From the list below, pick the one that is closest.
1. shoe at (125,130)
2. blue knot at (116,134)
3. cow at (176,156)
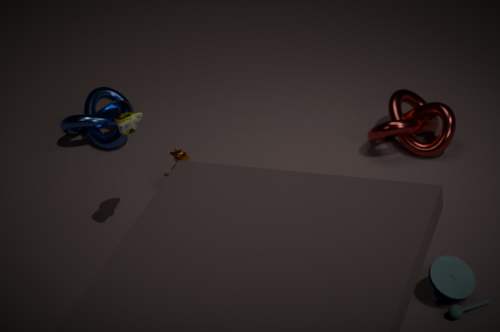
A: shoe at (125,130)
